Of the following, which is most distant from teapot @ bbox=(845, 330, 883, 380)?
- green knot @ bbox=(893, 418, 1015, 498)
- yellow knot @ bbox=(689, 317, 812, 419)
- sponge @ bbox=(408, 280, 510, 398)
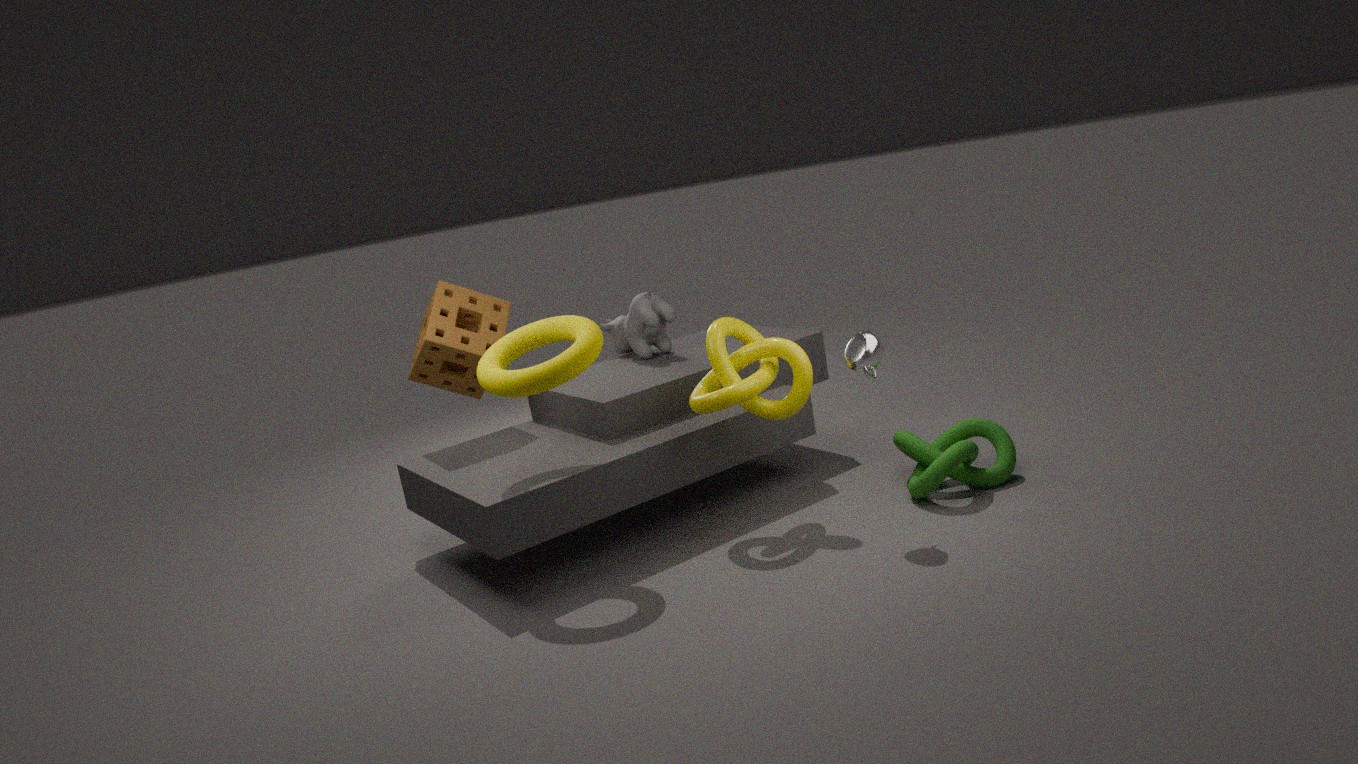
sponge @ bbox=(408, 280, 510, 398)
